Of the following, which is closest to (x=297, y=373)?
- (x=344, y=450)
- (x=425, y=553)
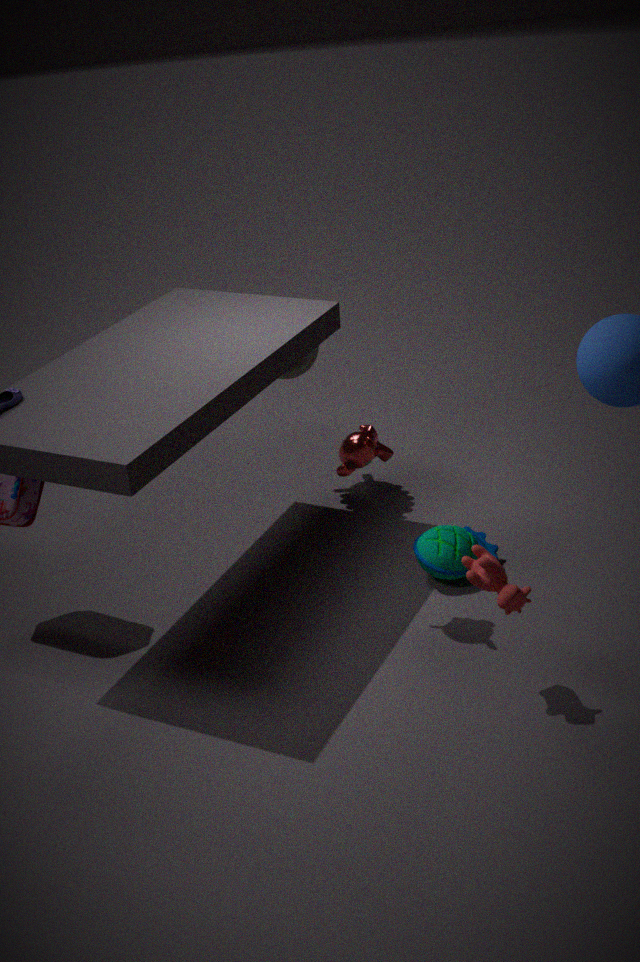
(x=344, y=450)
